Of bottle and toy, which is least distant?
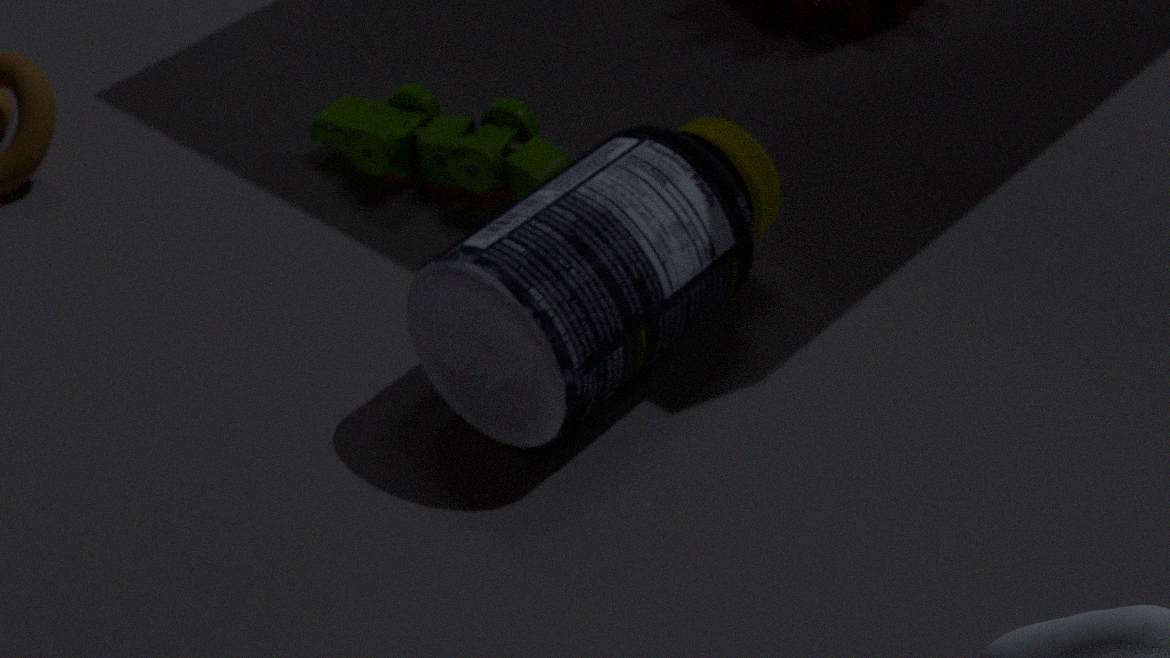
bottle
